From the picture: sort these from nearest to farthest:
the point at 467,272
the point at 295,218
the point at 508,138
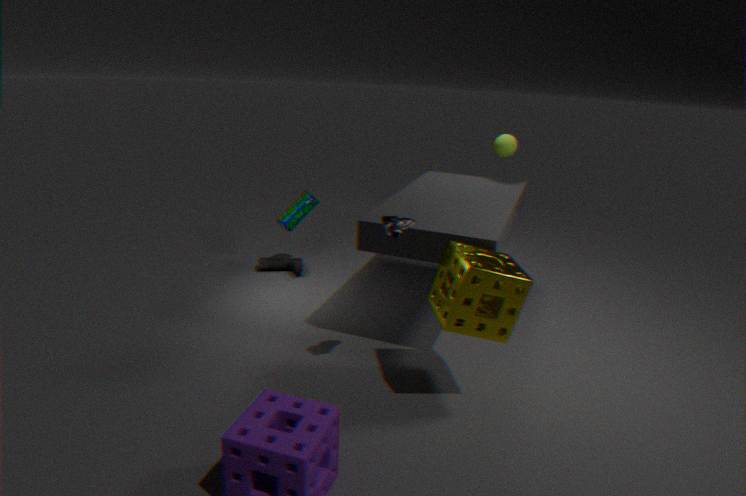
1. the point at 467,272
2. the point at 508,138
3. the point at 295,218
